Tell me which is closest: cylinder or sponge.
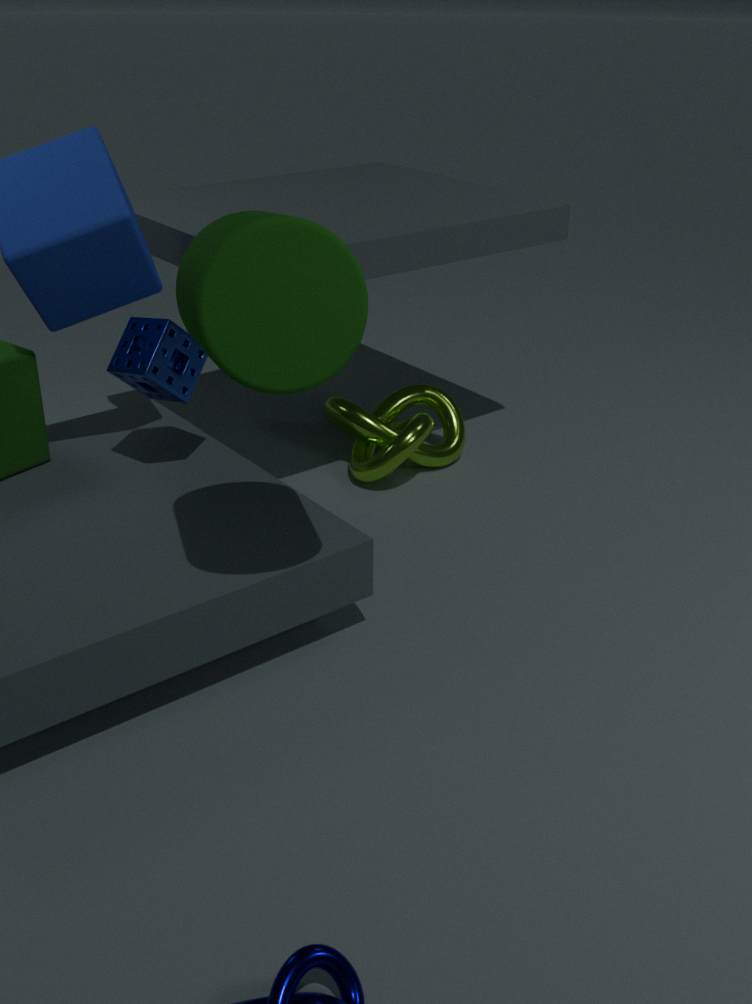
cylinder
